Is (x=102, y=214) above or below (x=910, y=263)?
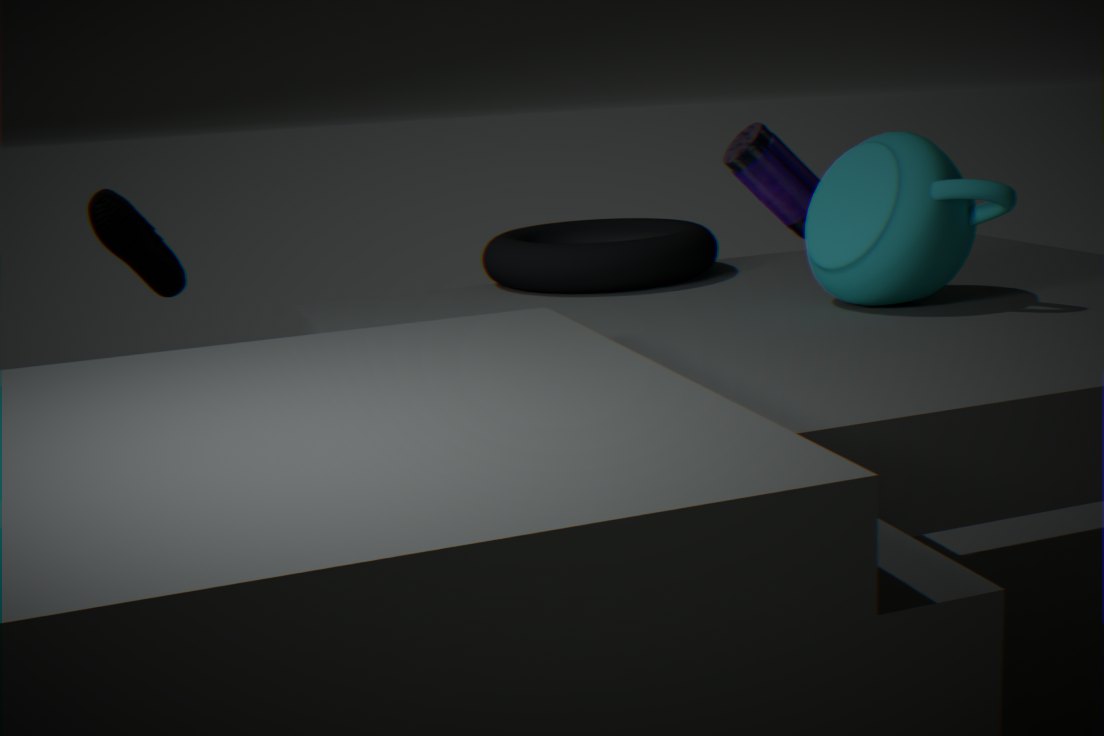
below
